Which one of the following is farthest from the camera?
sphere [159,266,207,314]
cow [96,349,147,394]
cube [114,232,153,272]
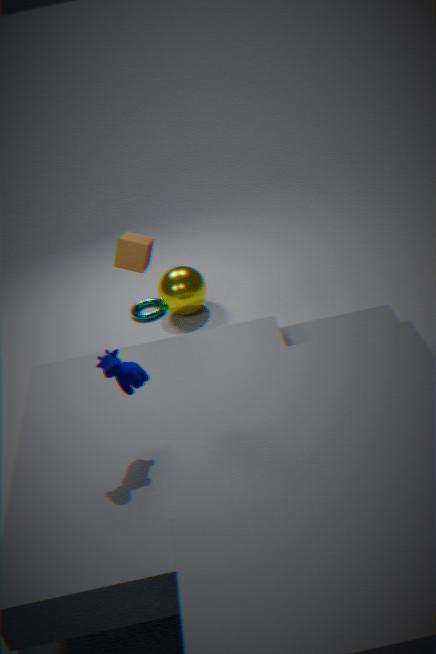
sphere [159,266,207,314]
